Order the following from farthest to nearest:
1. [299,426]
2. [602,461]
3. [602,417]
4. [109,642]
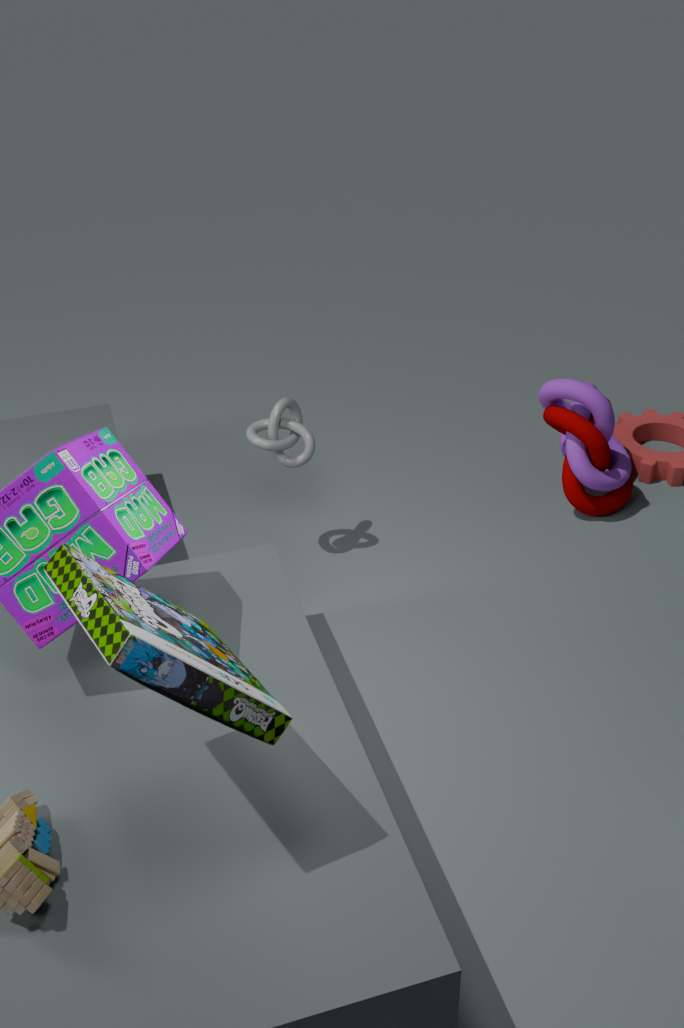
[602,461]
[602,417]
[299,426]
[109,642]
